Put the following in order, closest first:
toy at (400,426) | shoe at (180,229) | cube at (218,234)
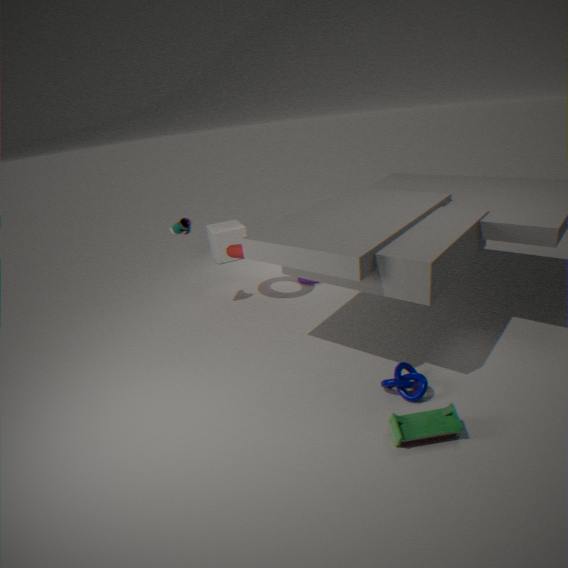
toy at (400,426)
shoe at (180,229)
cube at (218,234)
